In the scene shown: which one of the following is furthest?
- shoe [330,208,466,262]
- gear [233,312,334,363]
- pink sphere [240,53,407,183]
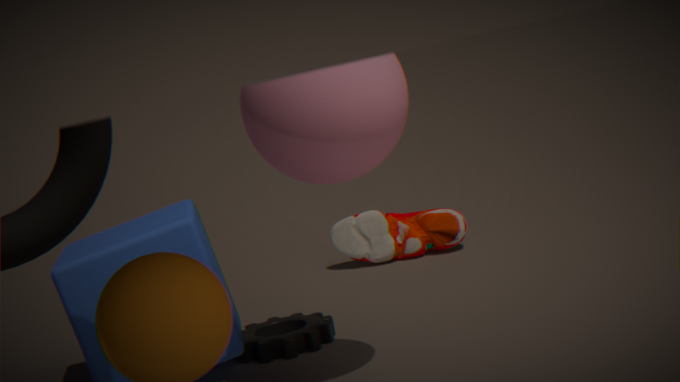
shoe [330,208,466,262]
